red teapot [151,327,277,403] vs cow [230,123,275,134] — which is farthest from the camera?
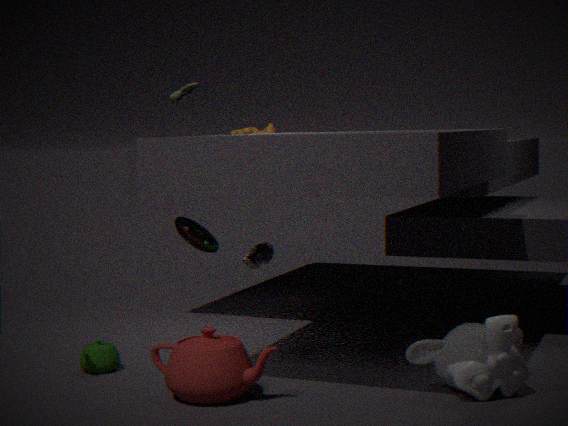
cow [230,123,275,134]
